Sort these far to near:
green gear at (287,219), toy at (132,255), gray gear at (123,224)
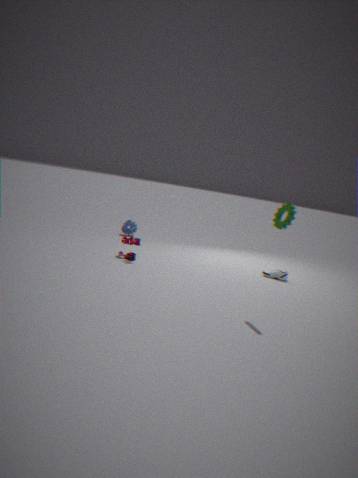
gray gear at (123,224)
toy at (132,255)
green gear at (287,219)
